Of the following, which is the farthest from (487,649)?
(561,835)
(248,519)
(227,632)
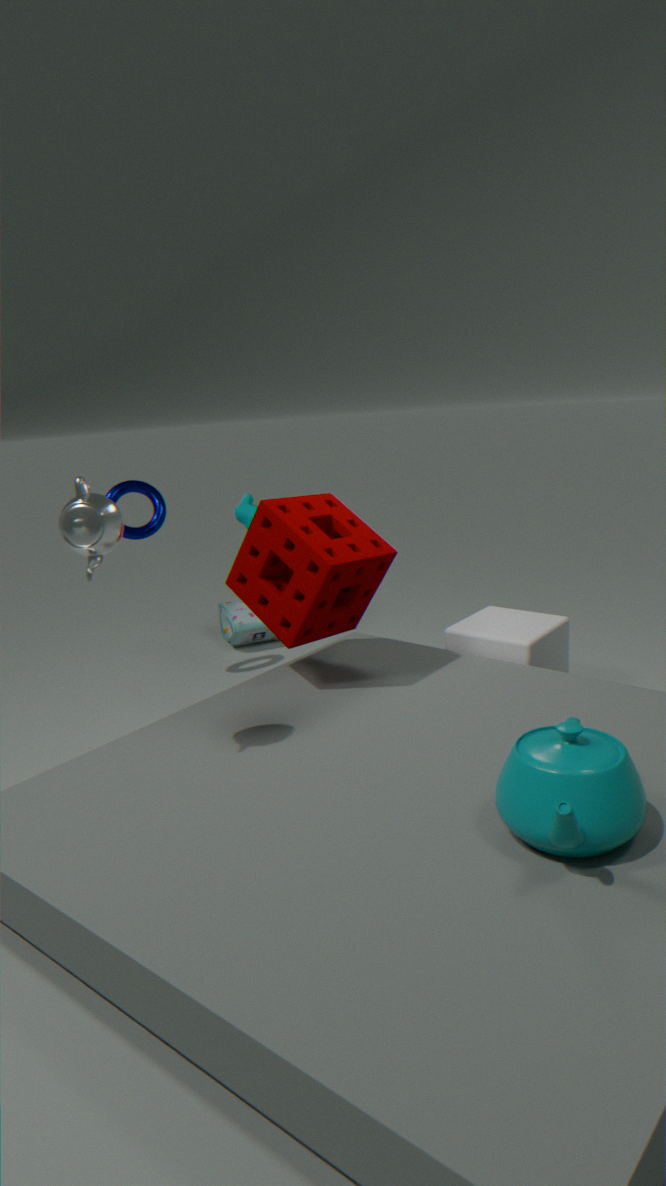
(227,632)
